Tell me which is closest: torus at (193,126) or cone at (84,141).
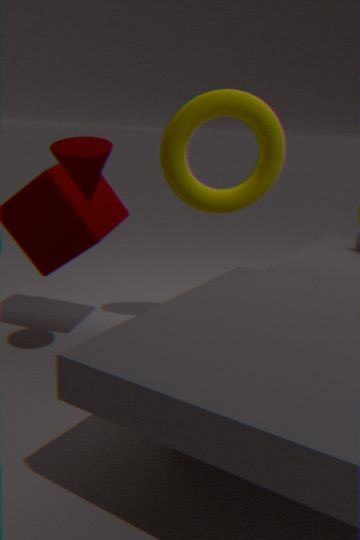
cone at (84,141)
